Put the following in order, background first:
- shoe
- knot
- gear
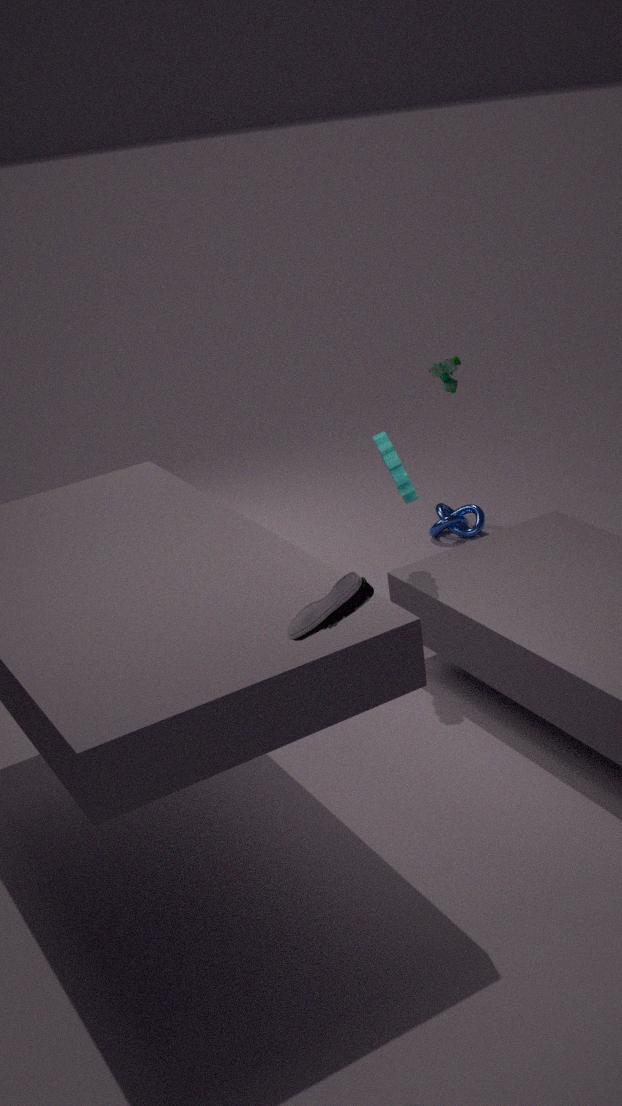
knot
gear
shoe
